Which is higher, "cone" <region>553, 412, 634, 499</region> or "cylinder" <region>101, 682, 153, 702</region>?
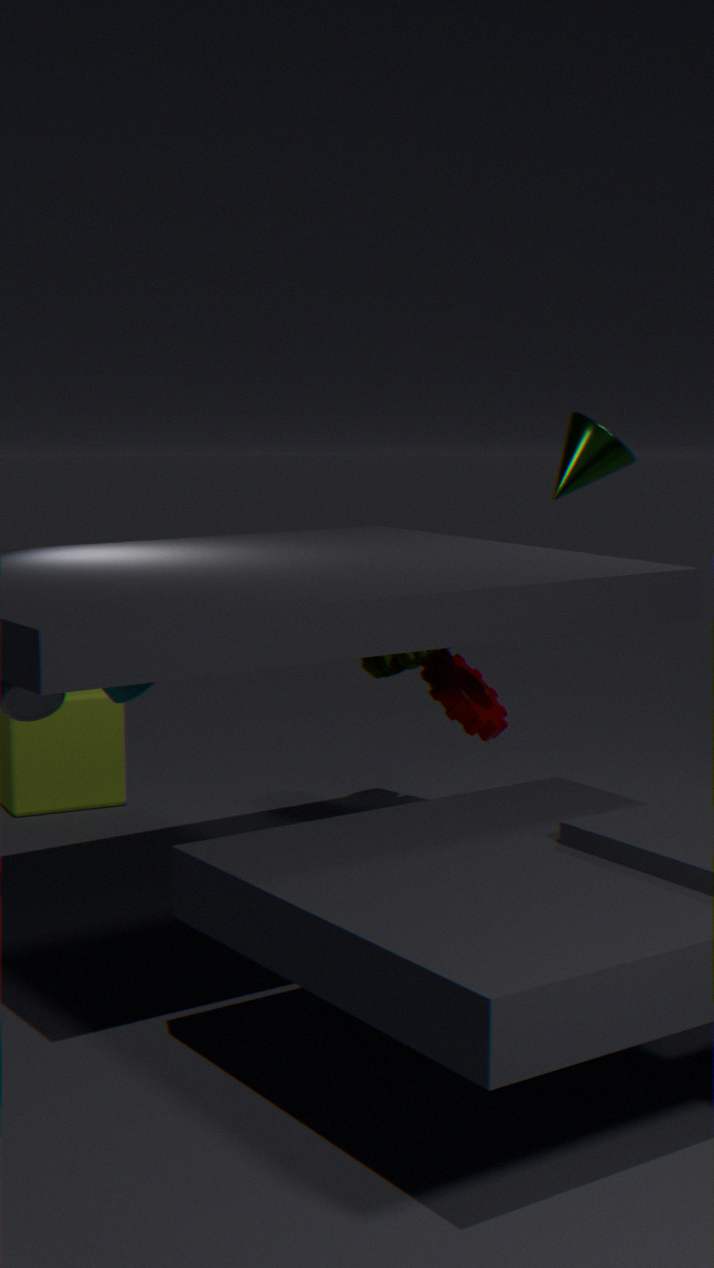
"cone" <region>553, 412, 634, 499</region>
